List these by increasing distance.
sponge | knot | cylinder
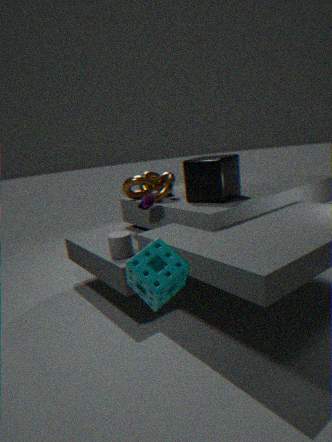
1. sponge
2. cylinder
3. knot
